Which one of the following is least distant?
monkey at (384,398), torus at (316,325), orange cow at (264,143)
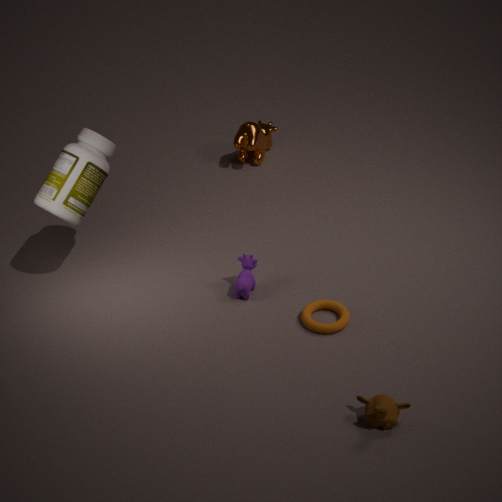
monkey at (384,398)
